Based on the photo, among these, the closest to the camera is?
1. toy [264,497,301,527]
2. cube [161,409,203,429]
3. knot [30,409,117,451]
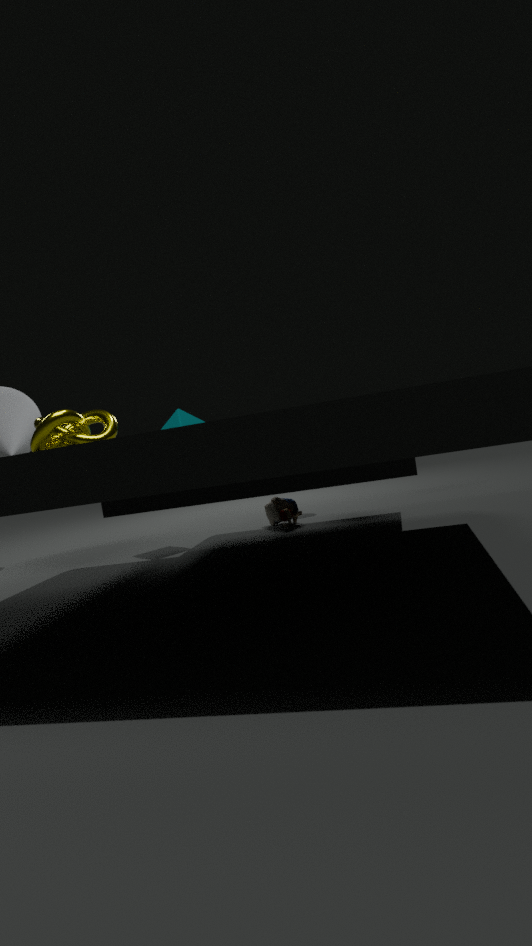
knot [30,409,117,451]
